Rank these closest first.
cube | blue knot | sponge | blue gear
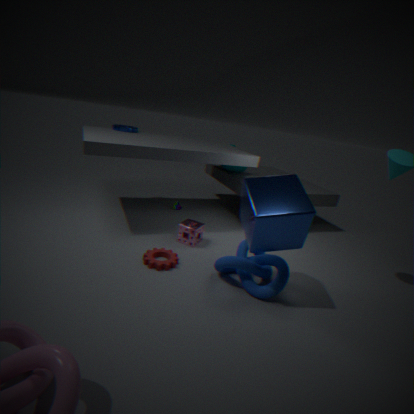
cube, blue knot, sponge, blue gear
